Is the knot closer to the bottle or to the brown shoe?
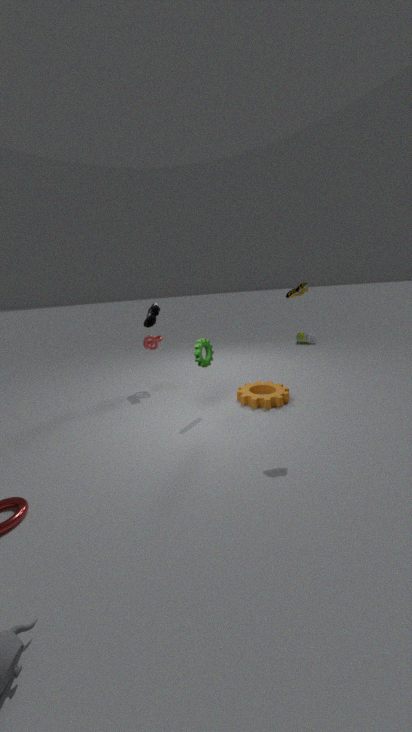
the brown shoe
